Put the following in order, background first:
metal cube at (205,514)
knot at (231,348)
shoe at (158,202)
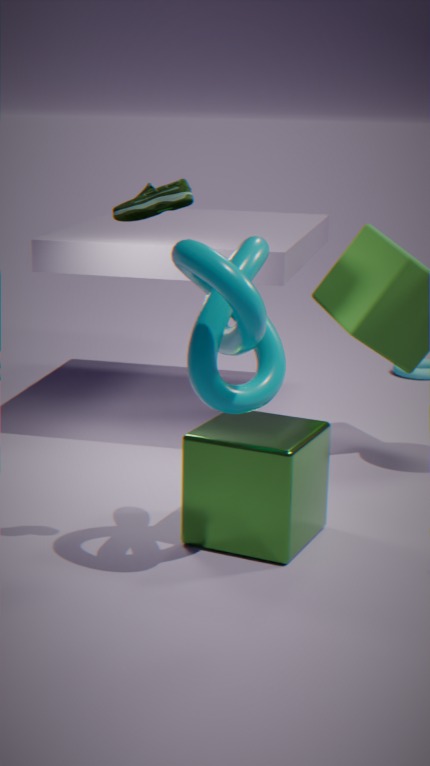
metal cube at (205,514) < shoe at (158,202) < knot at (231,348)
